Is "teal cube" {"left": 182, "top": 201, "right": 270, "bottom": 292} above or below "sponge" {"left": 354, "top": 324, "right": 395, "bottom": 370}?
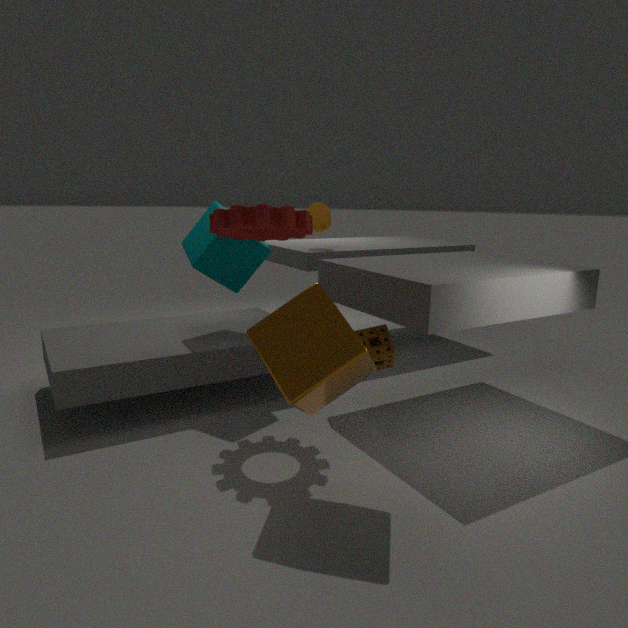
above
